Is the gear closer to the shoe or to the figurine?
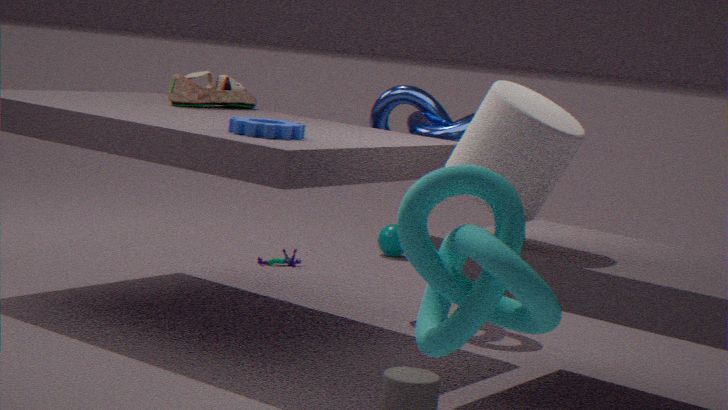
the shoe
